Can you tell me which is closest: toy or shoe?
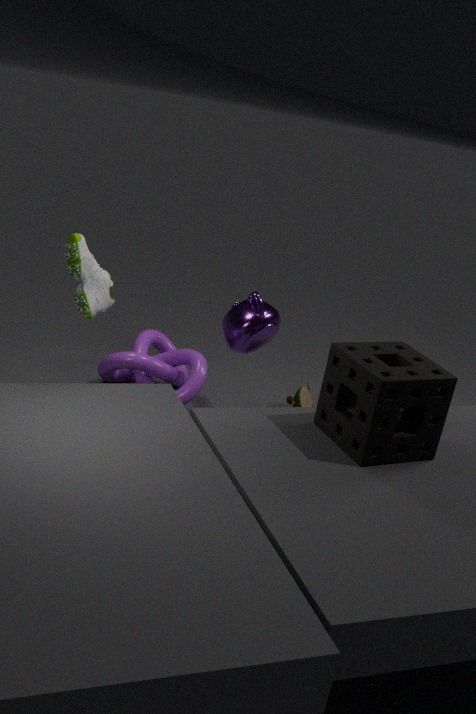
shoe
